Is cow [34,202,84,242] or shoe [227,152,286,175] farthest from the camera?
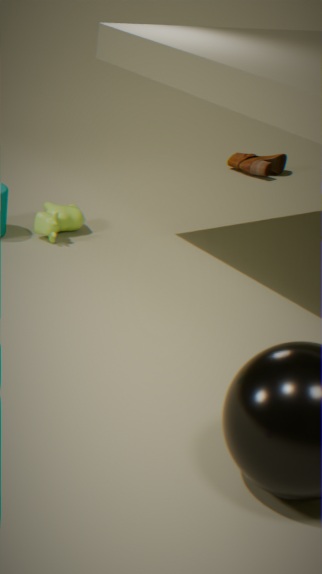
shoe [227,152,286,175]
